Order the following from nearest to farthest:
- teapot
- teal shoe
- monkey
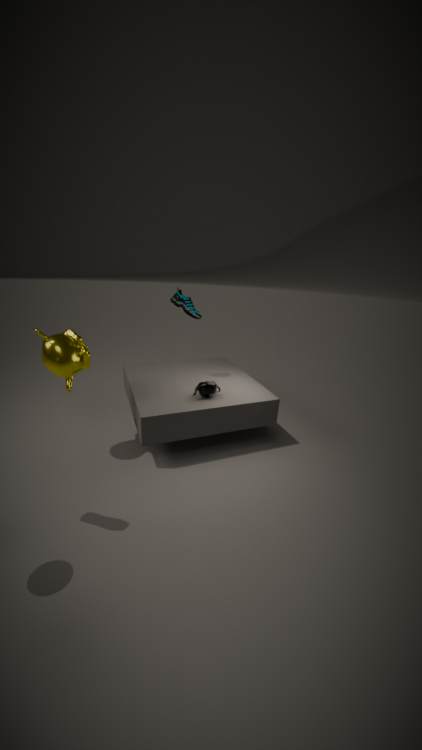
monkey → teapot → teal shoe
